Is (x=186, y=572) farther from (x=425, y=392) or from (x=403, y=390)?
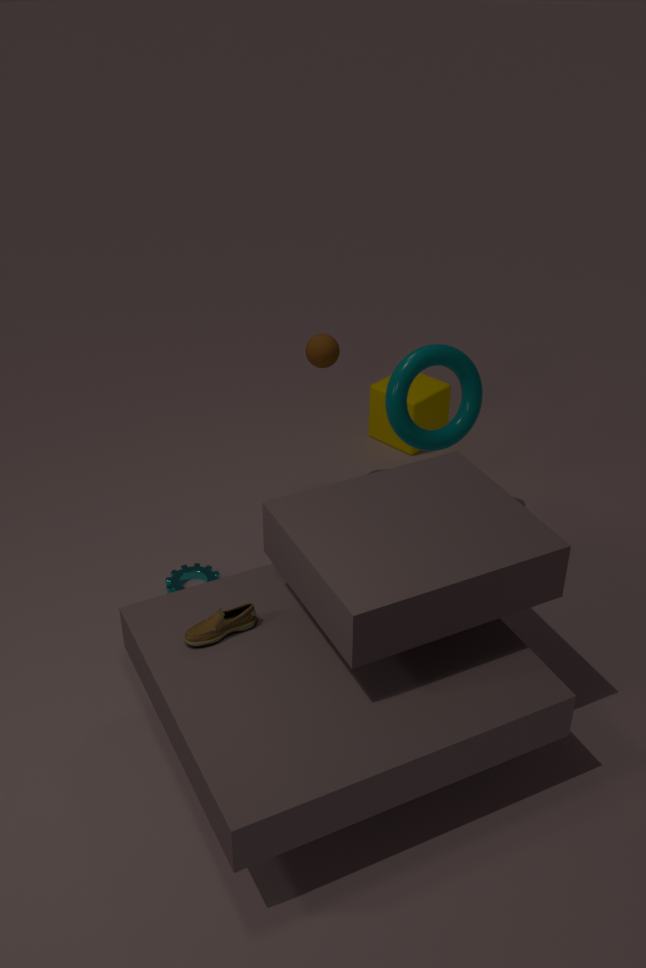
(x=425, y=392)
